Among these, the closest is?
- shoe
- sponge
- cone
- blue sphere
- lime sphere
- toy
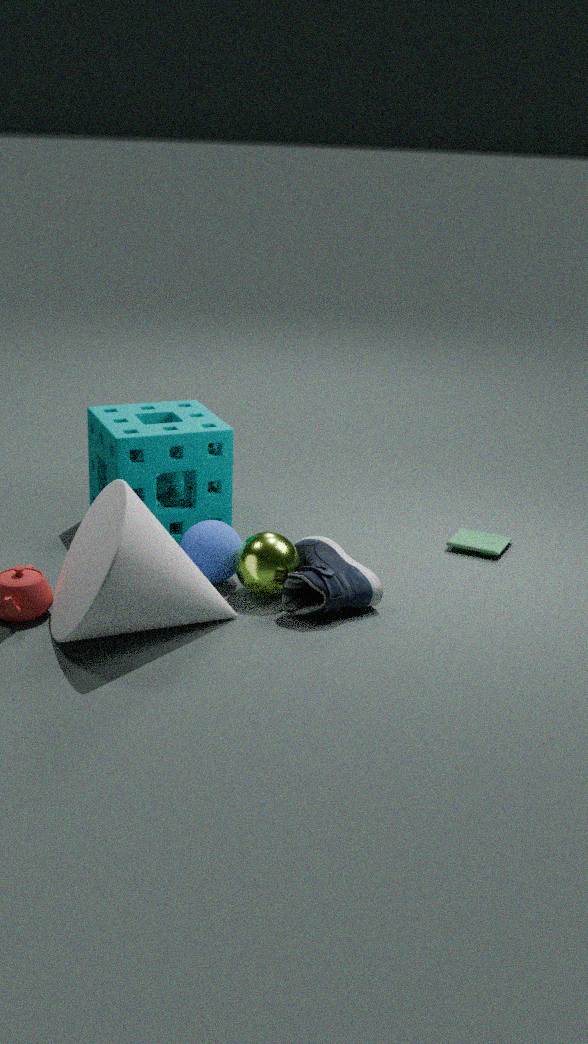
cone
